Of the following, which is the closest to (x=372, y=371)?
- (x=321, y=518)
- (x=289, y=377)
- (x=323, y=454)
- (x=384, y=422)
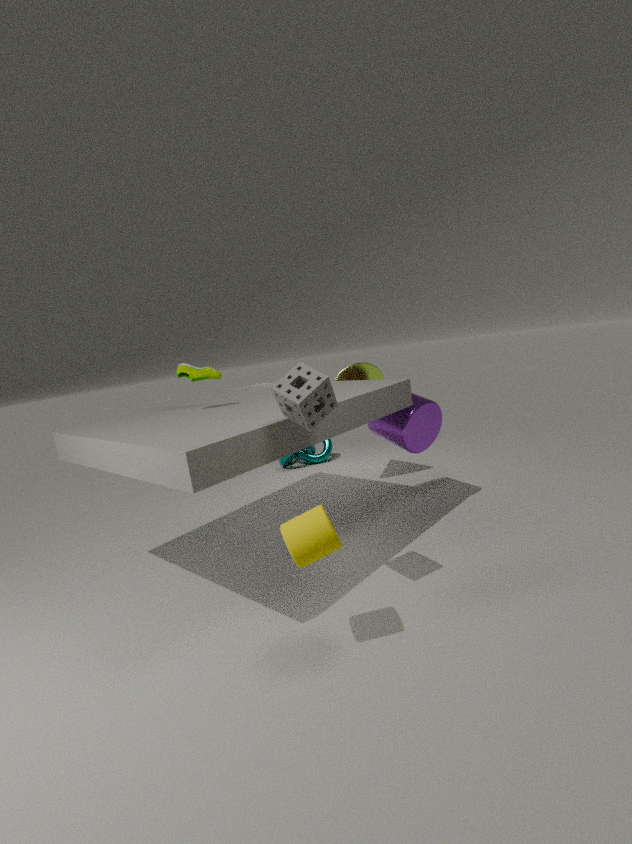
(x=384, y=422)
